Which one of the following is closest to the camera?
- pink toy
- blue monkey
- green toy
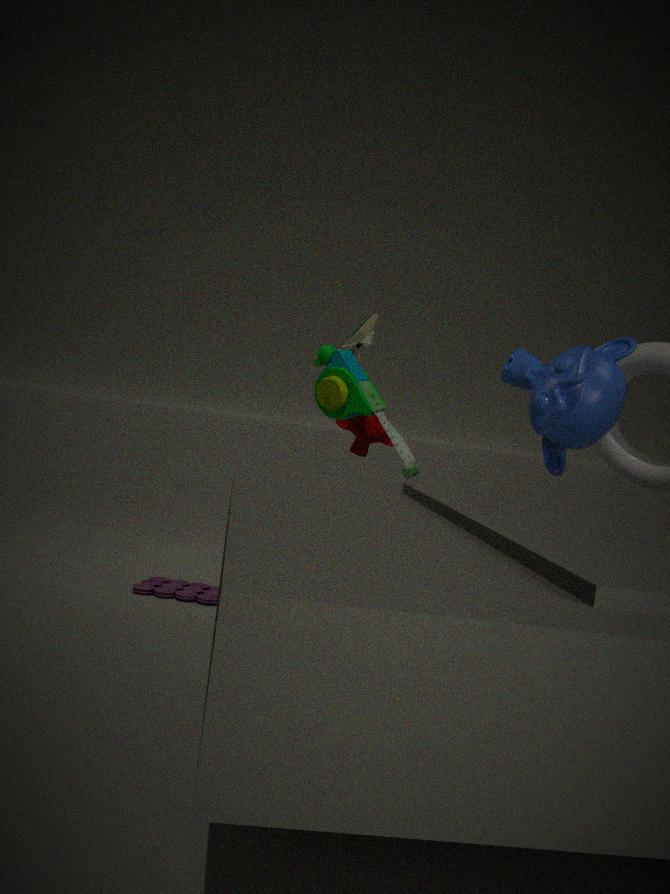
blue monkey
